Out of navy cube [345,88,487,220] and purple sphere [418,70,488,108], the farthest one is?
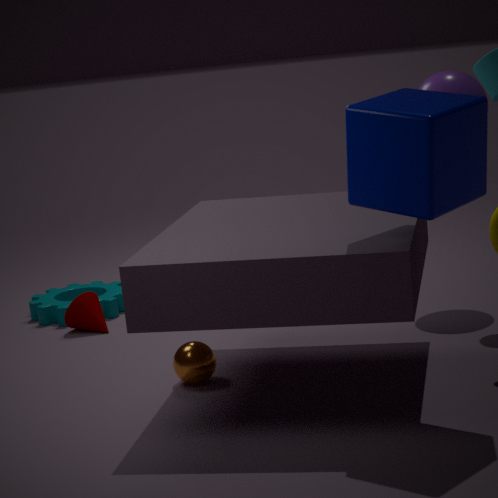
purple sphere [418,70,488,108]
